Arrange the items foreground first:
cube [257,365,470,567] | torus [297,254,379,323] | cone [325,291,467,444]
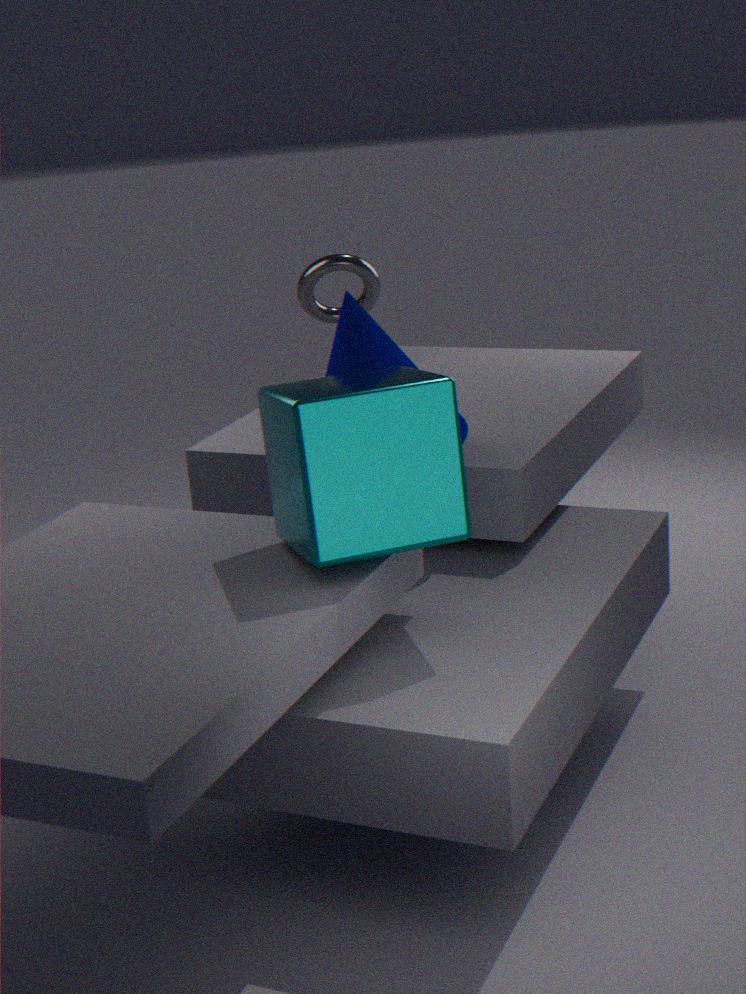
cube [257,365,470,567]
cone [325,291,467,444]
torus [297,254,379,323]
